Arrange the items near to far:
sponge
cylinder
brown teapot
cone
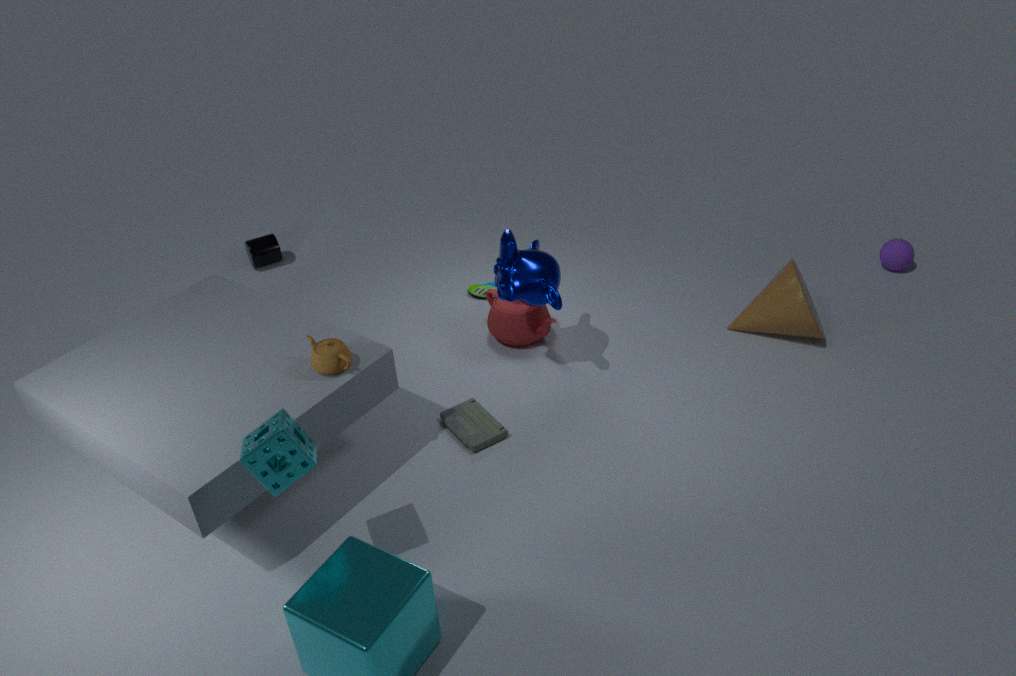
1. sponge
2. brown teapot
3. cone
4. cylinder
